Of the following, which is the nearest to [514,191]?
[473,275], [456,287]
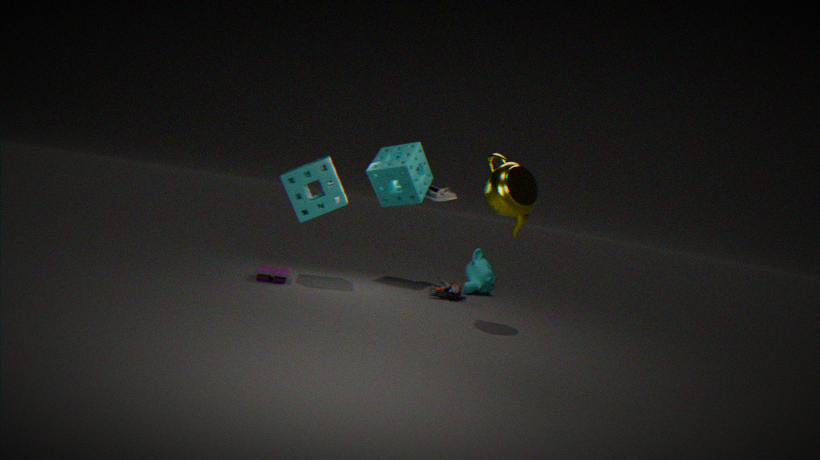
[456,287]
